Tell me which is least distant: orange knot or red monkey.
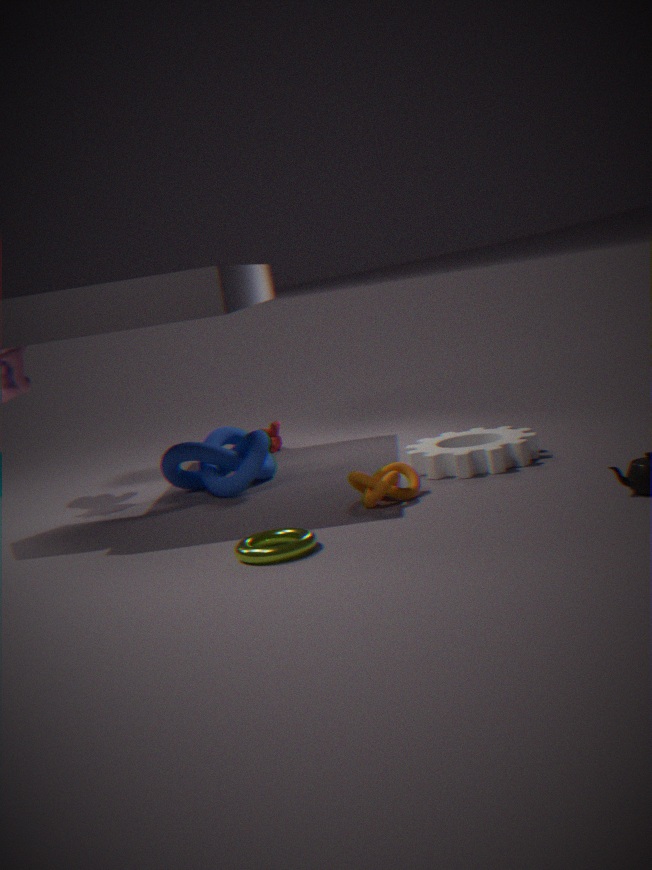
orange knot
